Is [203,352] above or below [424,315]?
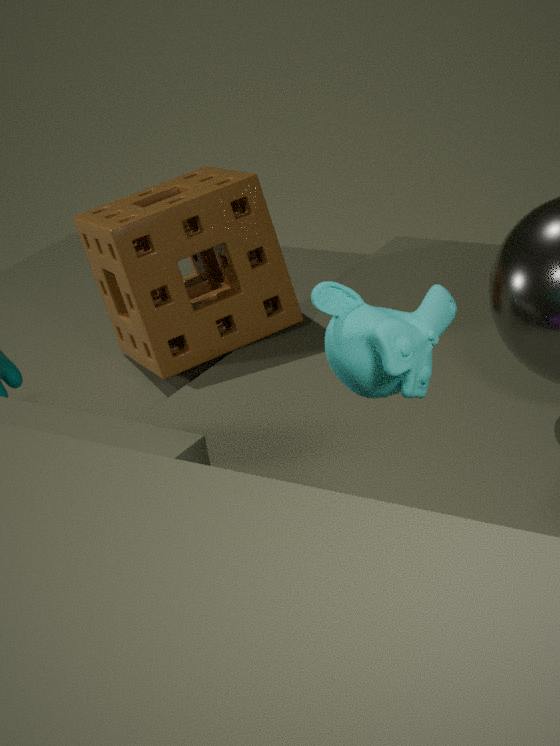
below
